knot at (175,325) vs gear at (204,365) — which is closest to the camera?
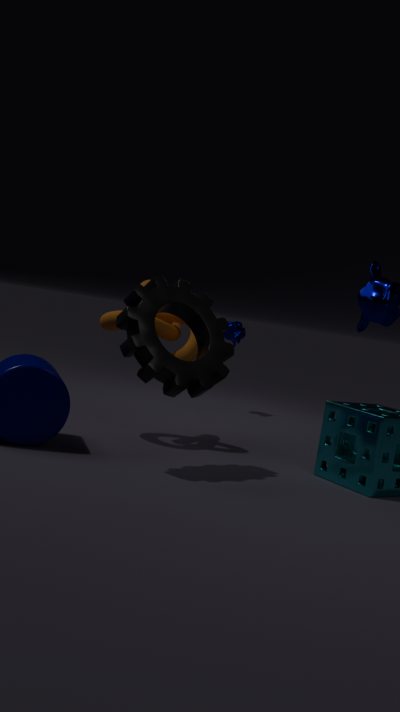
gear at (204,365)
